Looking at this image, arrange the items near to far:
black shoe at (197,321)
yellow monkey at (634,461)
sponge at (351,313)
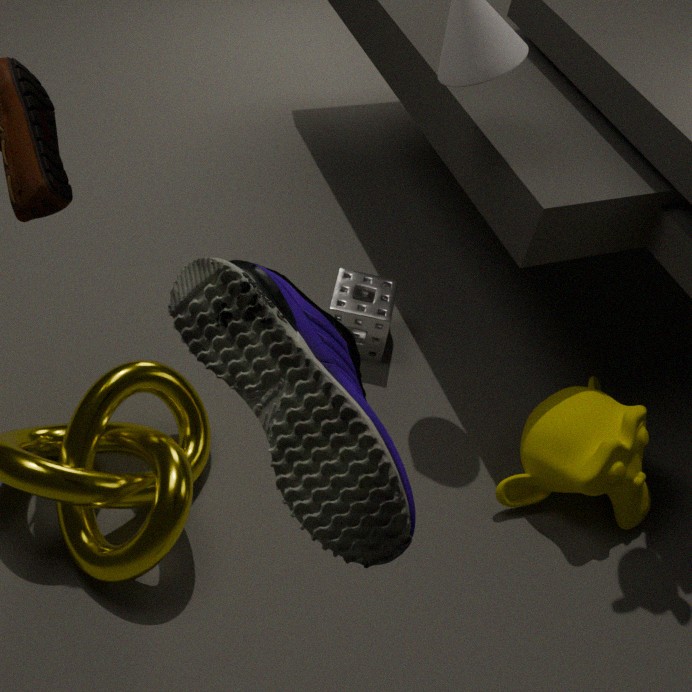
black shoe at (197,321) < yellow monkey at (634,461) < sponge at (351,313)
